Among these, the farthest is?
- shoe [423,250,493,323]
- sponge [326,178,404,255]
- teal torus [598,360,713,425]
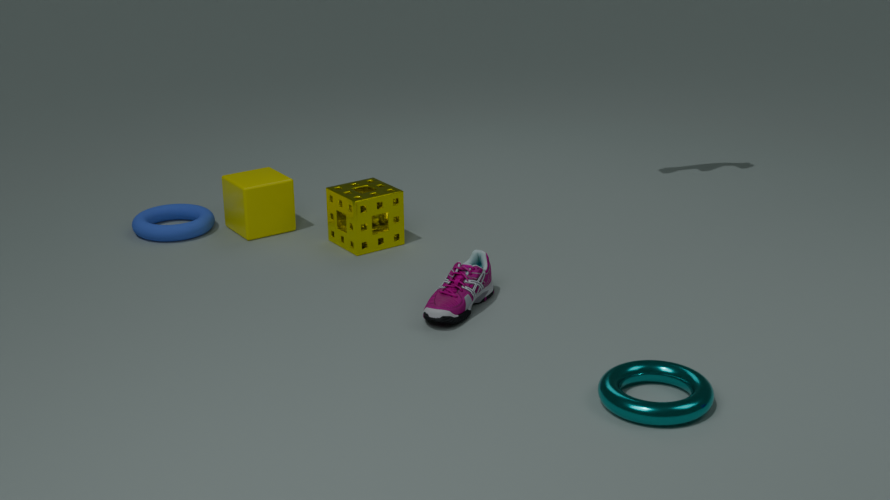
sponge [326,178,404,255]
